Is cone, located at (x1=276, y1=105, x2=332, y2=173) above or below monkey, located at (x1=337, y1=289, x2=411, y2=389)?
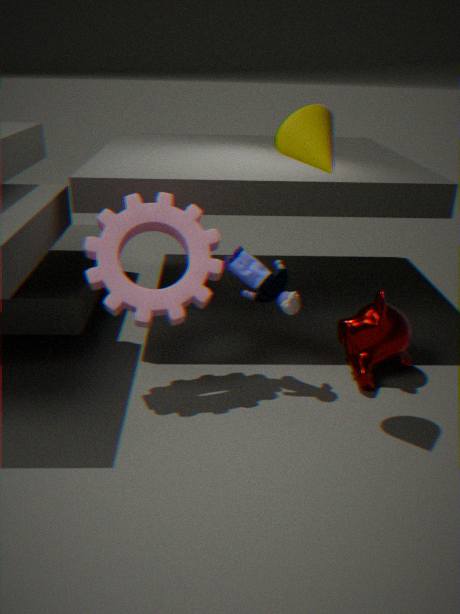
above
